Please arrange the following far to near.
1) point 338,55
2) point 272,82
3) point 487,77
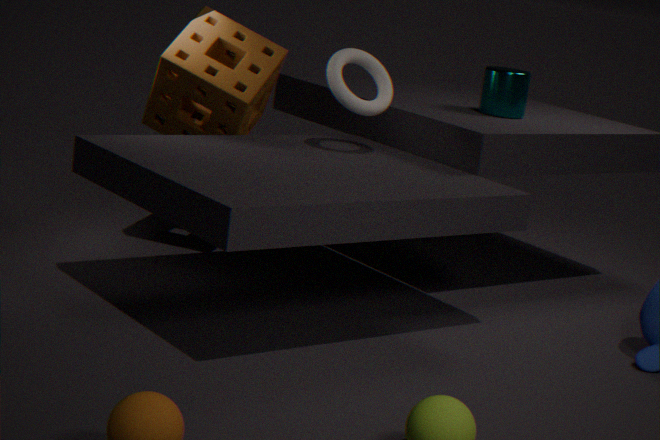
3. point 487,77, 2. point 272,82, 1. point 338,55
